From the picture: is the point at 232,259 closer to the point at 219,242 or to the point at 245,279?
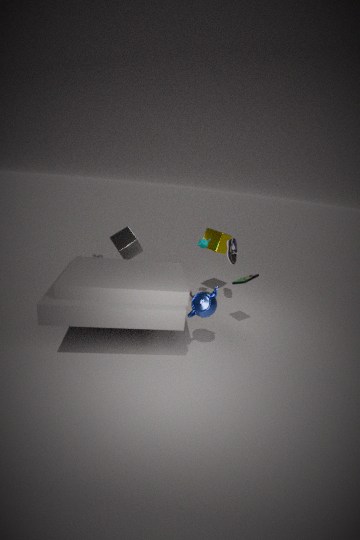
the point at 219,242
